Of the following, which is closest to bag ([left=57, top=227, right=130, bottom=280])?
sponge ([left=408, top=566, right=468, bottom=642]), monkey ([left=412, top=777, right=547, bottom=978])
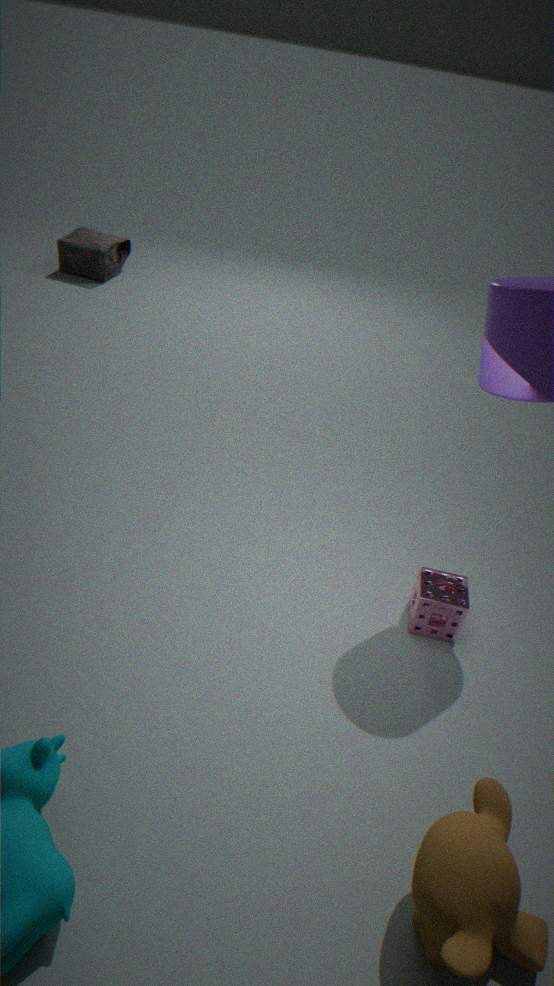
sponge ([left=408, top=566, right=468, bottom=642])
